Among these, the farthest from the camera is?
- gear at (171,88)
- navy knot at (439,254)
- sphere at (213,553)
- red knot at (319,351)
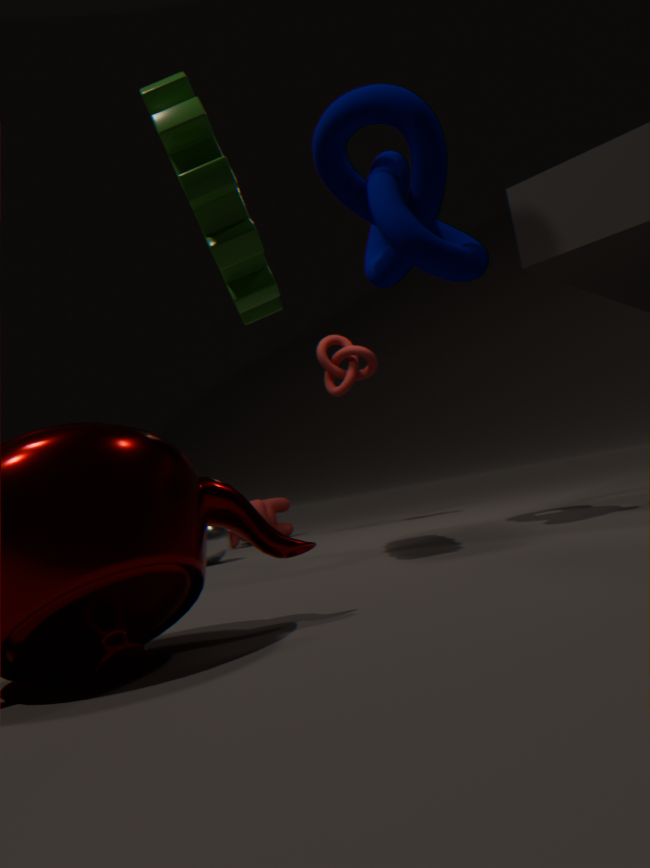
red knot at (319,351)
